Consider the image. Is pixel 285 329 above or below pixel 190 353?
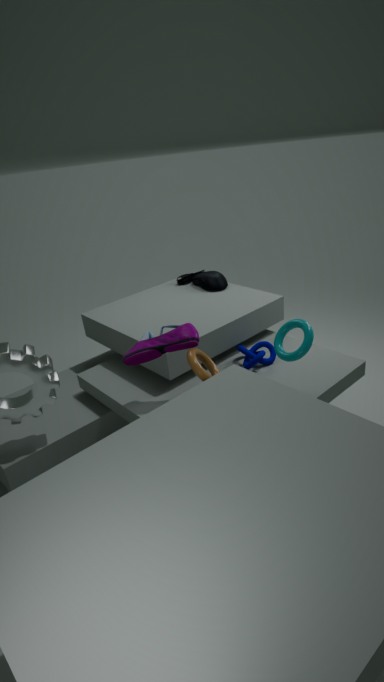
above
